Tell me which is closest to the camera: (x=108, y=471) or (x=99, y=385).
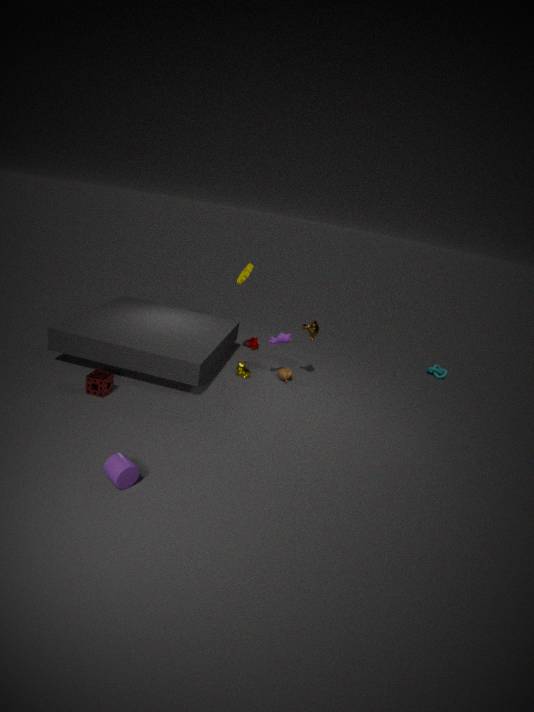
(x=108, y=471)
